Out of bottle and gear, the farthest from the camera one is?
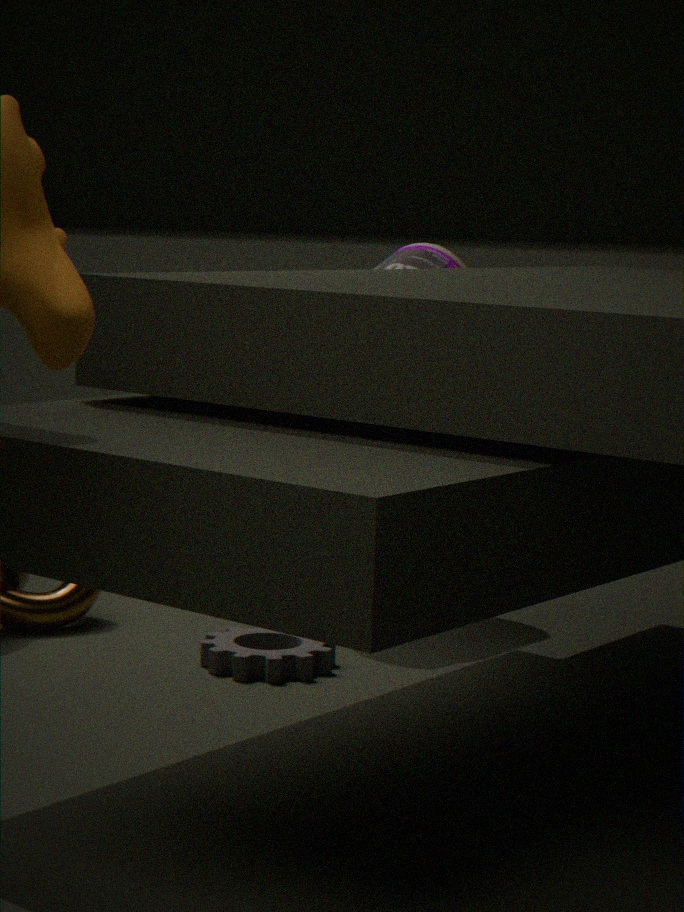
bottle
